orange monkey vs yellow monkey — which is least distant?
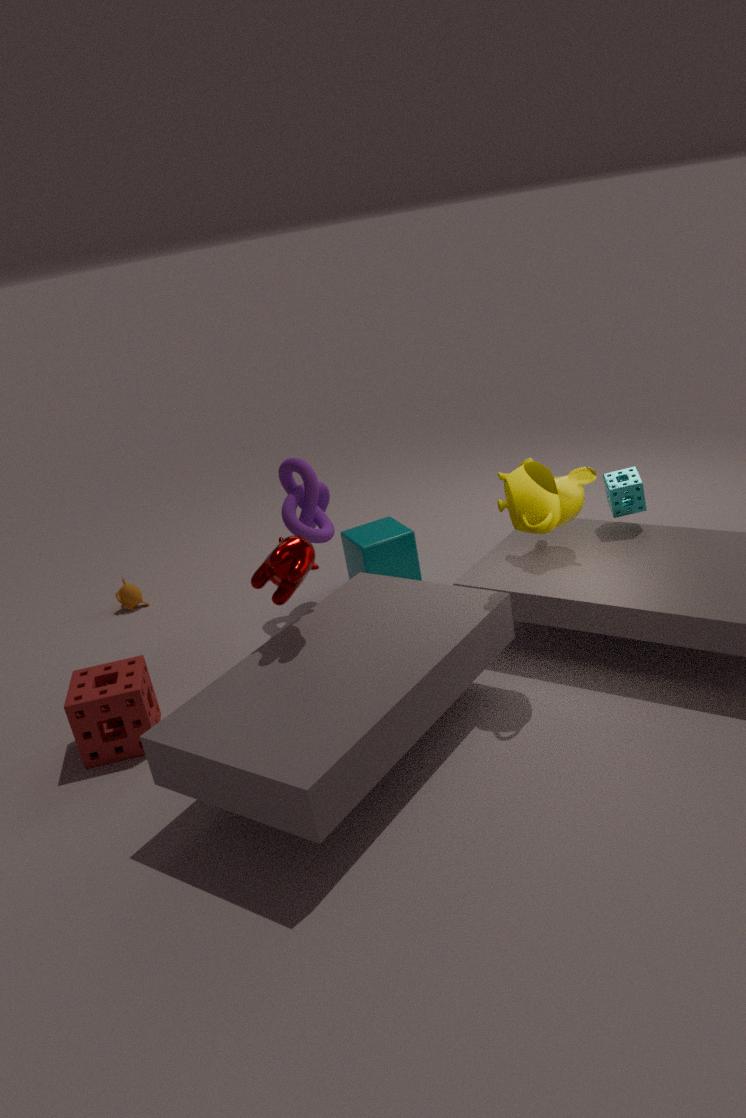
yellow monkey
